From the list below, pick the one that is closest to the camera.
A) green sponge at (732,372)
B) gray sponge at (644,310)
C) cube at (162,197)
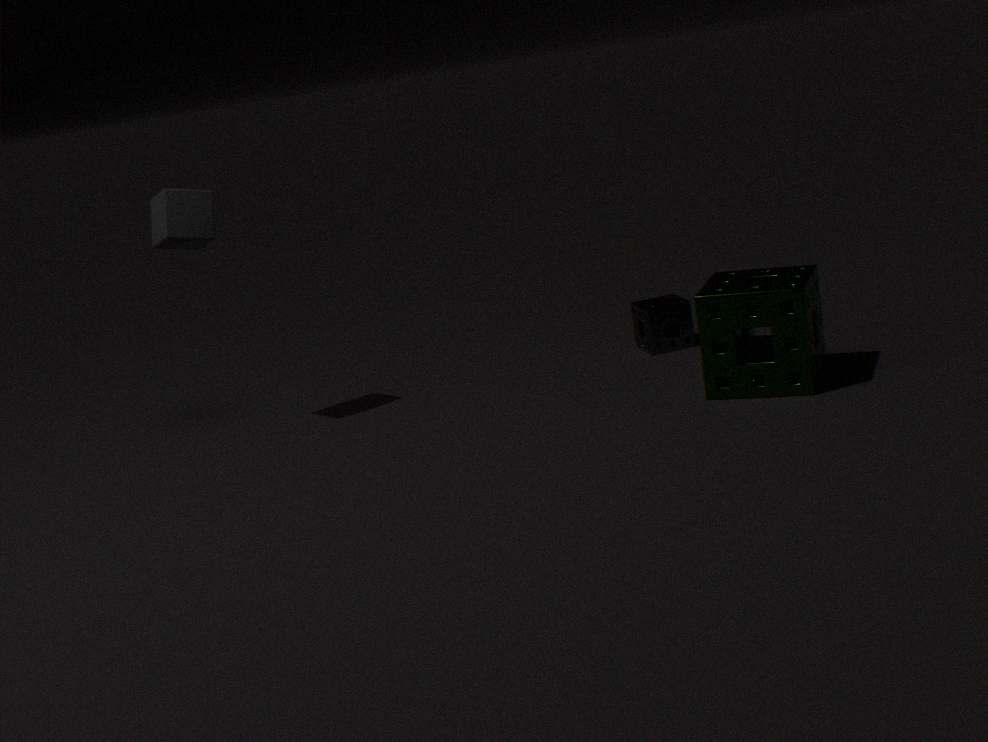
A. green sponge at (732,372)
